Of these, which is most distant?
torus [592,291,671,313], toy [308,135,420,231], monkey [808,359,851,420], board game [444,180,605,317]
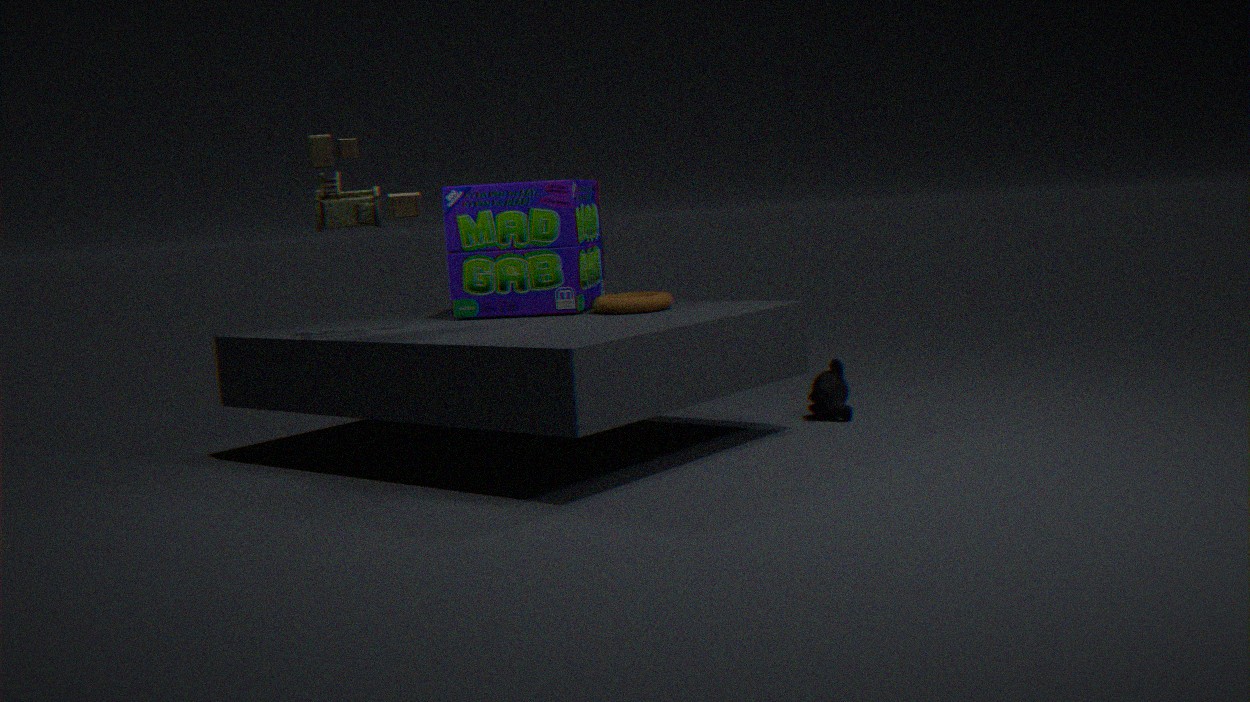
monkey [808,359,851,420]
